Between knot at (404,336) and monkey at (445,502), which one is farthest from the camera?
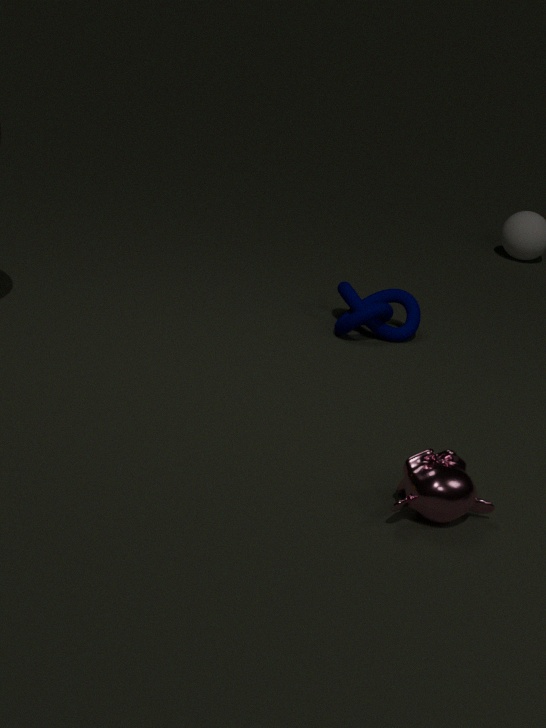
knot at (404,336)
